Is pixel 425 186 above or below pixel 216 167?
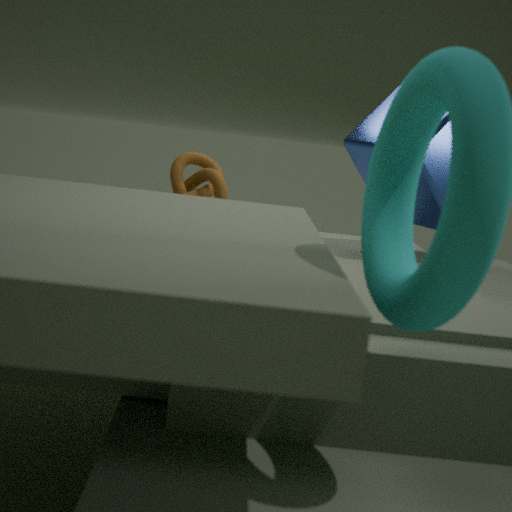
above
